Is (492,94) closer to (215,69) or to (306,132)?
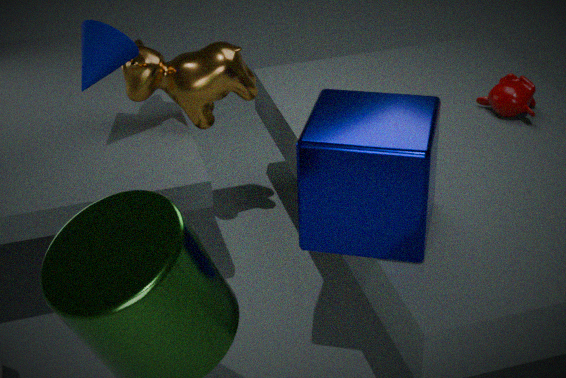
(306,132)
